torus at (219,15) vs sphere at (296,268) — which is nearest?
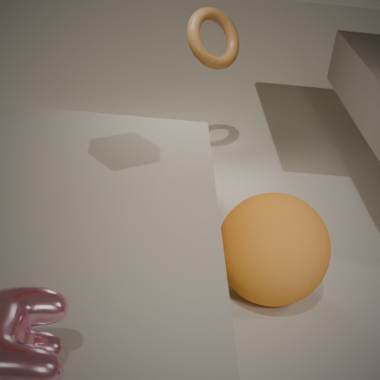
sphere at (296,268)
